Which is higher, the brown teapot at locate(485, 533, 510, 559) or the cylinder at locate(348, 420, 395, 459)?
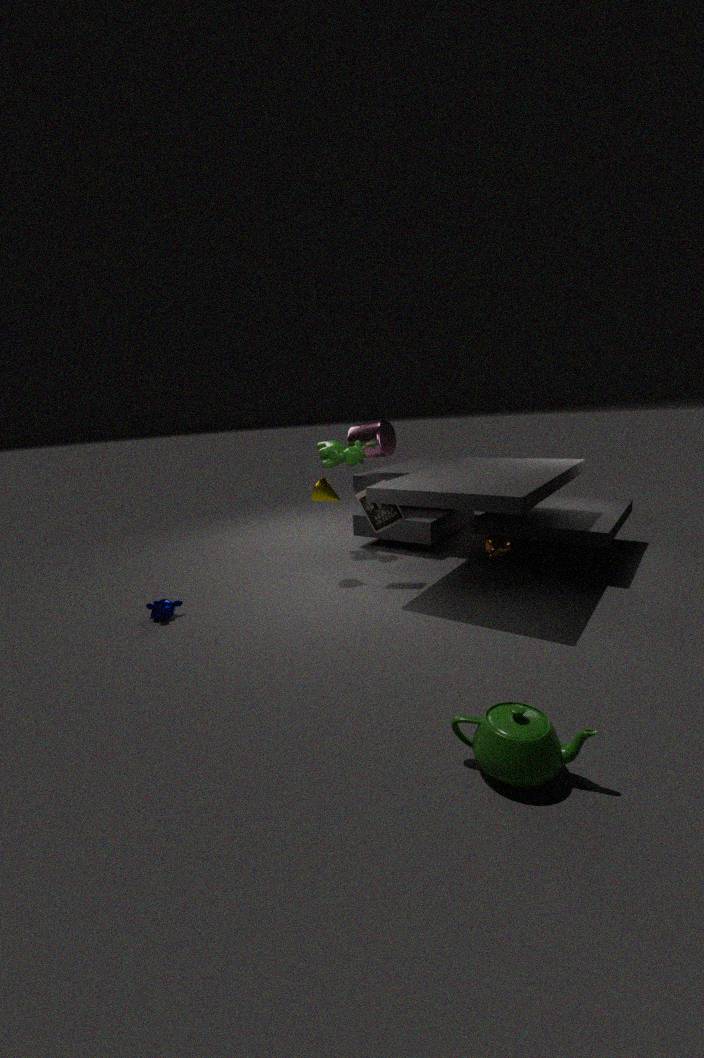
the cylinder at locate(348, 420, 395, 459)
